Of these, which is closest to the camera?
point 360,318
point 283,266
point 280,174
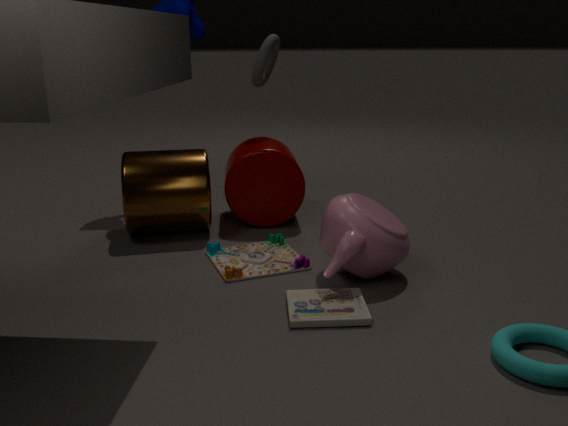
point 360,318
